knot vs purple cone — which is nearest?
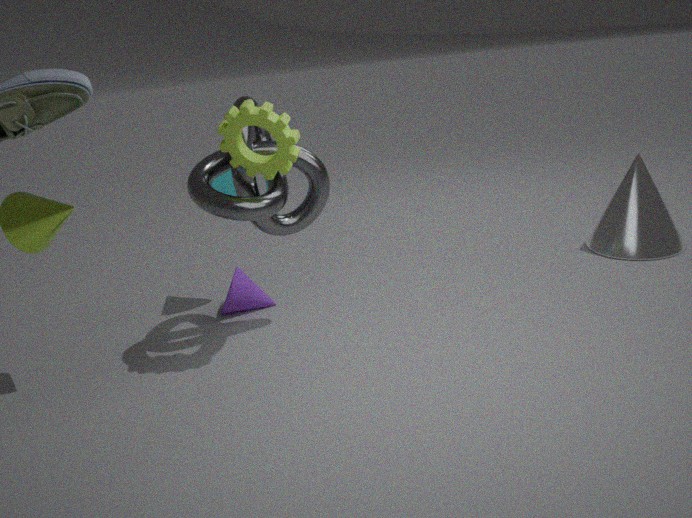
knot
